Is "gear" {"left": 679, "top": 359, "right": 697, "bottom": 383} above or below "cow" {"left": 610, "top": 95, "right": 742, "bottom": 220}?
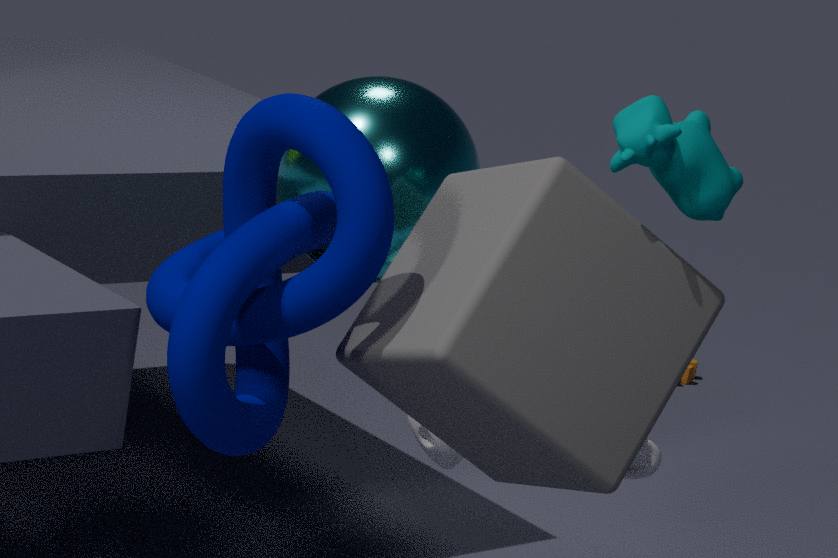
below
